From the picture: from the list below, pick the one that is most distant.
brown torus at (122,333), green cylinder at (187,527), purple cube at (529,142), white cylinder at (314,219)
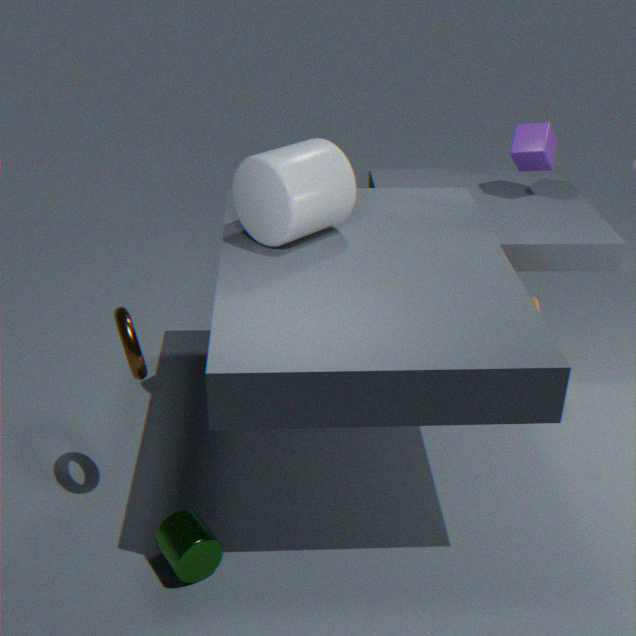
purple cube at (529,142)
